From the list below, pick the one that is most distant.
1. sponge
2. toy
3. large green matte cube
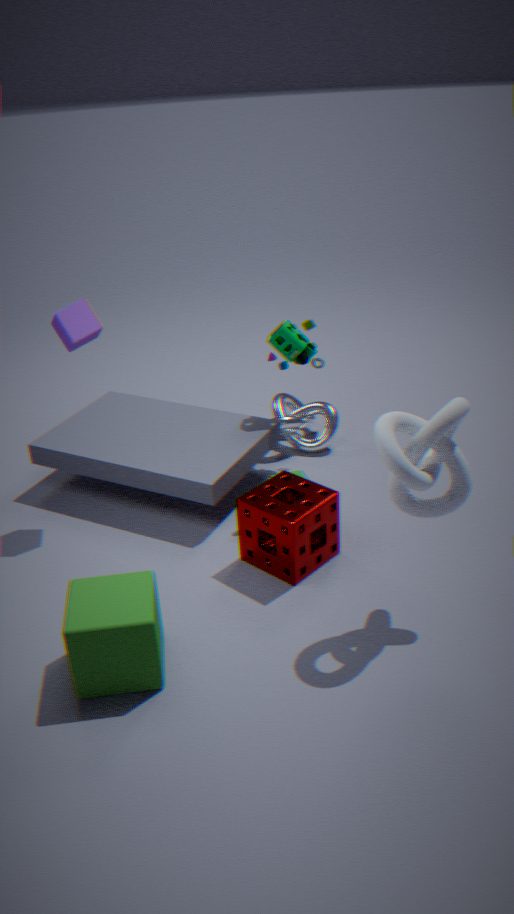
toy
